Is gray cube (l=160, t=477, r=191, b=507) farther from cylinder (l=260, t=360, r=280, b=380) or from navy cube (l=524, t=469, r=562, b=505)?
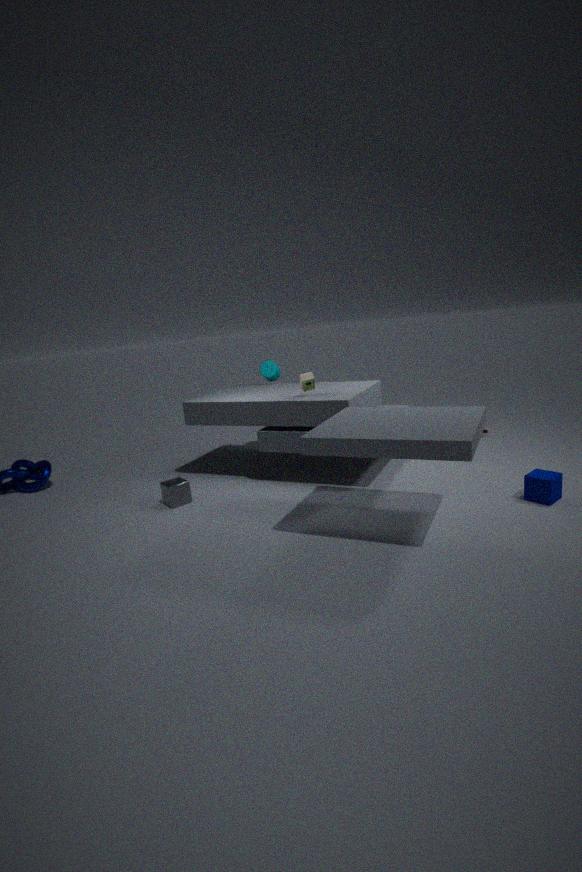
navy cube (l=524, t=469, r=562, b=505)
